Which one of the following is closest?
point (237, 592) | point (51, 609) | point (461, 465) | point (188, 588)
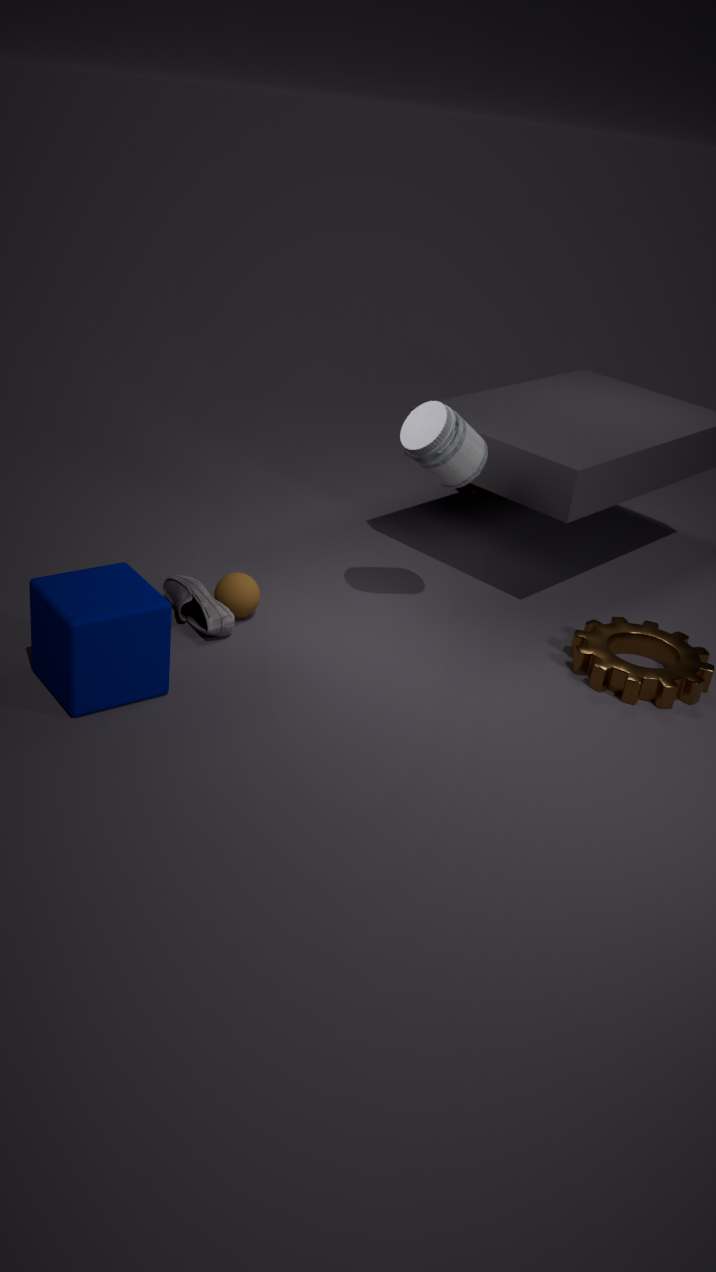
point (51, 609)
